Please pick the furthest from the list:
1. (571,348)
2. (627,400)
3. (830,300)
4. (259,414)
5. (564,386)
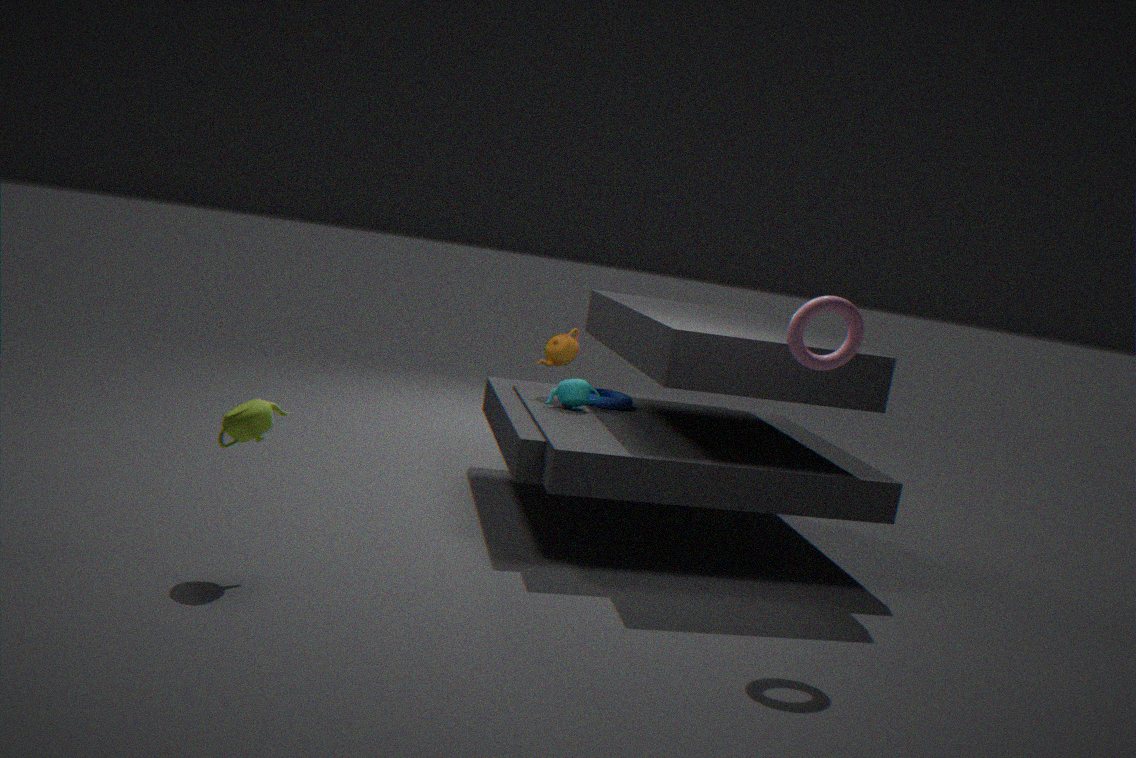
(627,400)
